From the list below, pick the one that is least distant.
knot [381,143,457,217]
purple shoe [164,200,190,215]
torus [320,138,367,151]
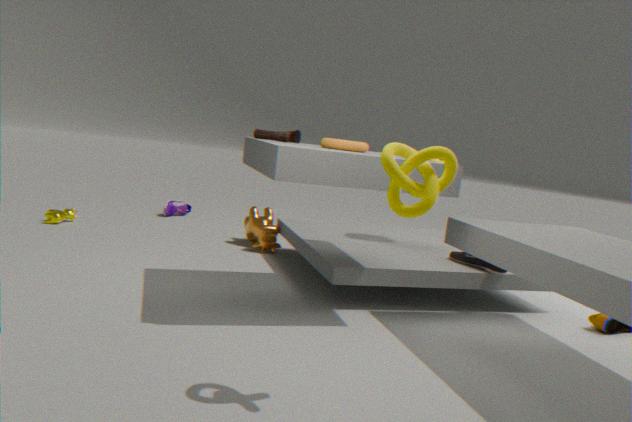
knot [381,143,457,217]
